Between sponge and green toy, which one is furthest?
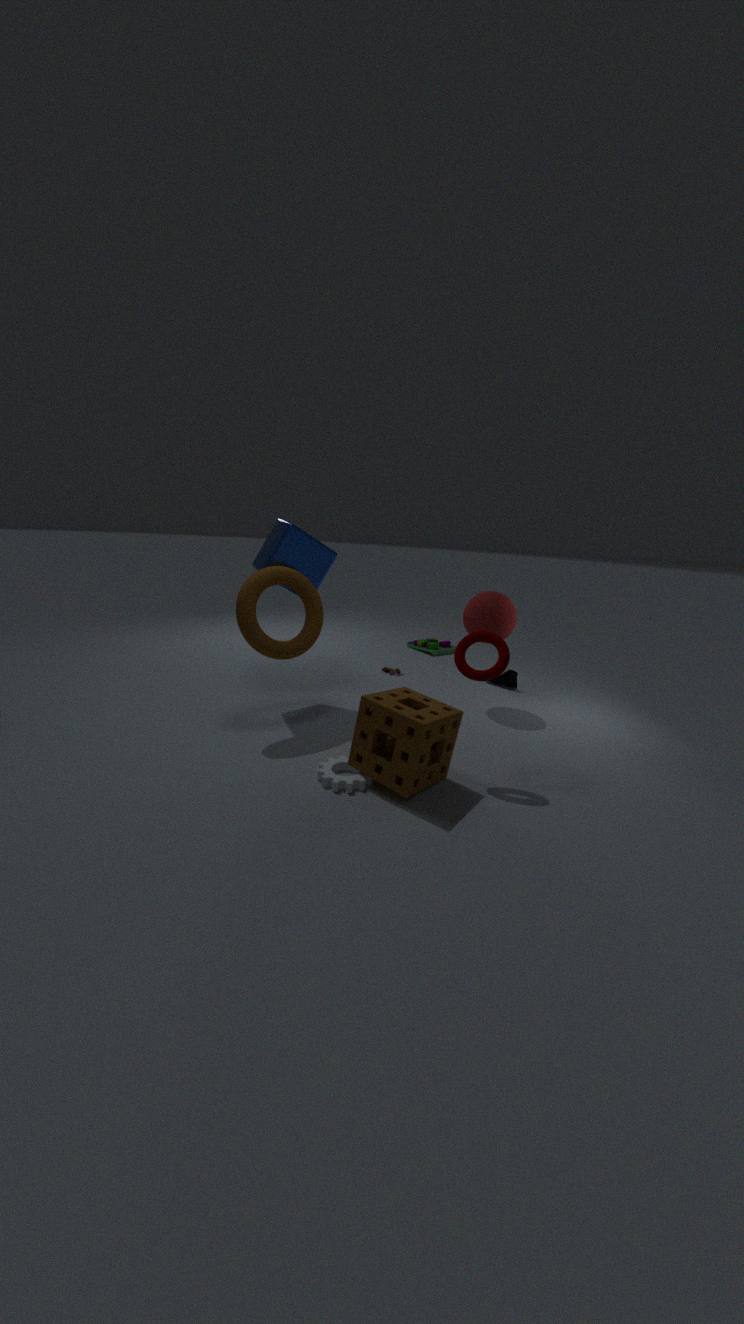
green toy
